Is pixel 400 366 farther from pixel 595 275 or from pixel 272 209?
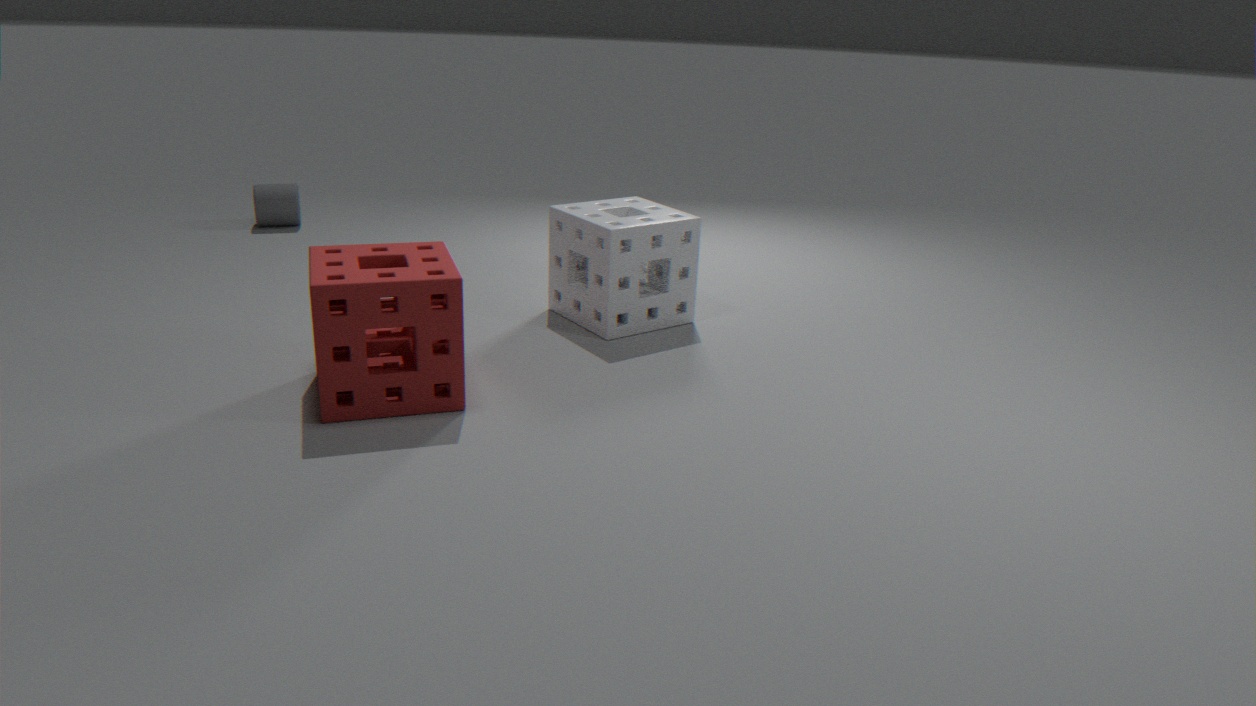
pixel 272 209
